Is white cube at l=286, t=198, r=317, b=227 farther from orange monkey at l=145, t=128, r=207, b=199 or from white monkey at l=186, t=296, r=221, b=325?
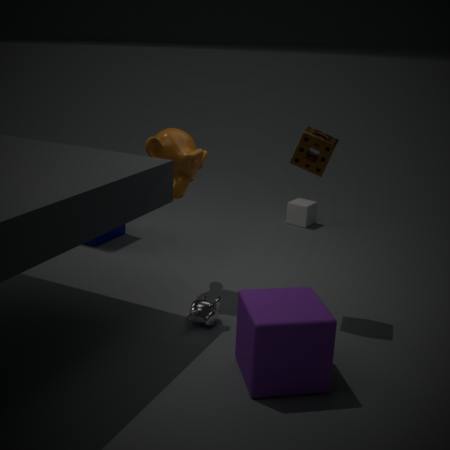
white monkey at l=186, t=296, r=221, b=325
